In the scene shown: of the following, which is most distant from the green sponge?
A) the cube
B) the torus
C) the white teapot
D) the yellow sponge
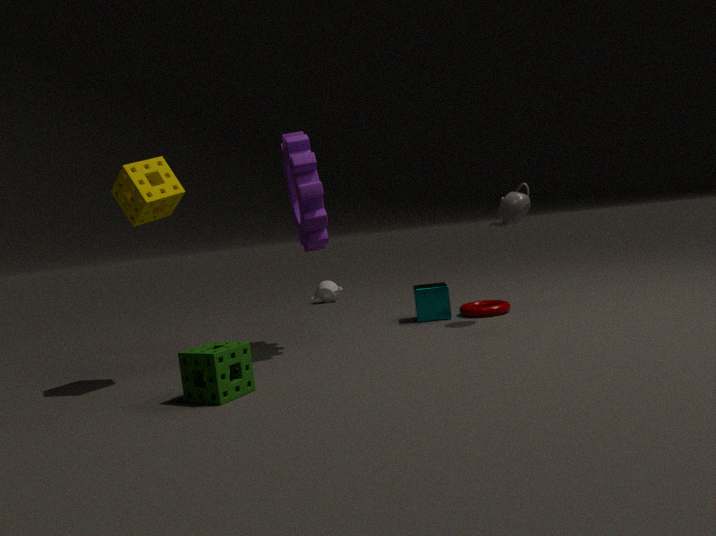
the white teapot
